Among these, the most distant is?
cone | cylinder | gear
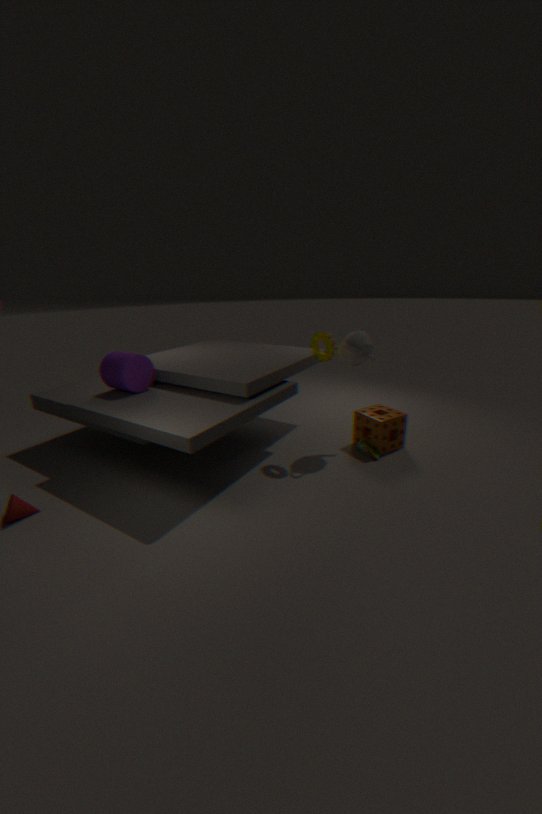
cylinder
